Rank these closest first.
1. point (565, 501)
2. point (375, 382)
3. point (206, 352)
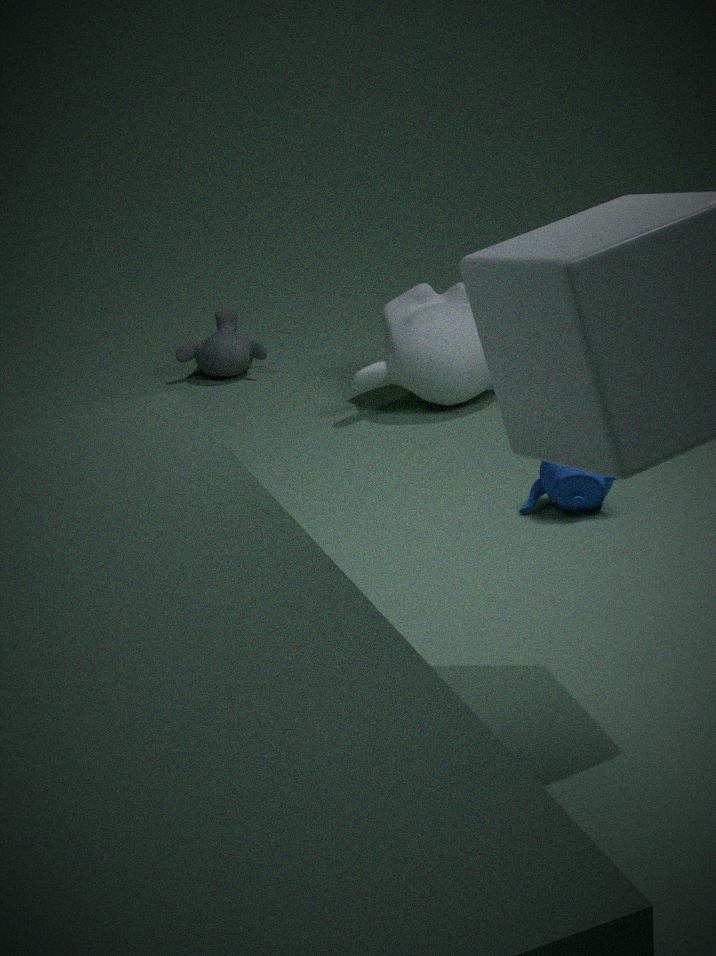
point (565, 501), point (375, 382), point (206, 352)
